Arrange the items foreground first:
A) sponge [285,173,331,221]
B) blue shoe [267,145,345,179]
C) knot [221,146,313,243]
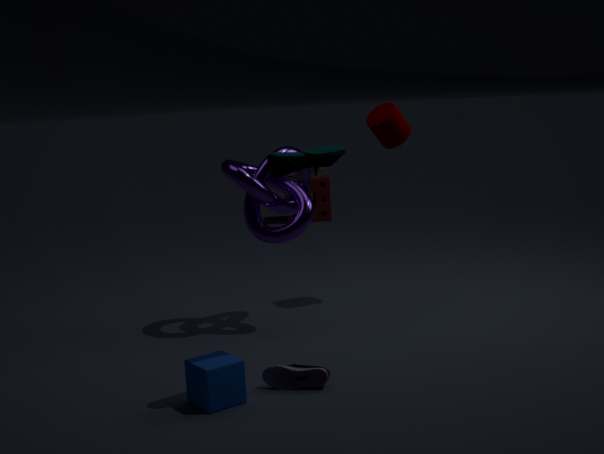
1. blue shoe [267,145,345,179]
2. knot [221,146,313,243]
3. sponge [285,173,331,221]
